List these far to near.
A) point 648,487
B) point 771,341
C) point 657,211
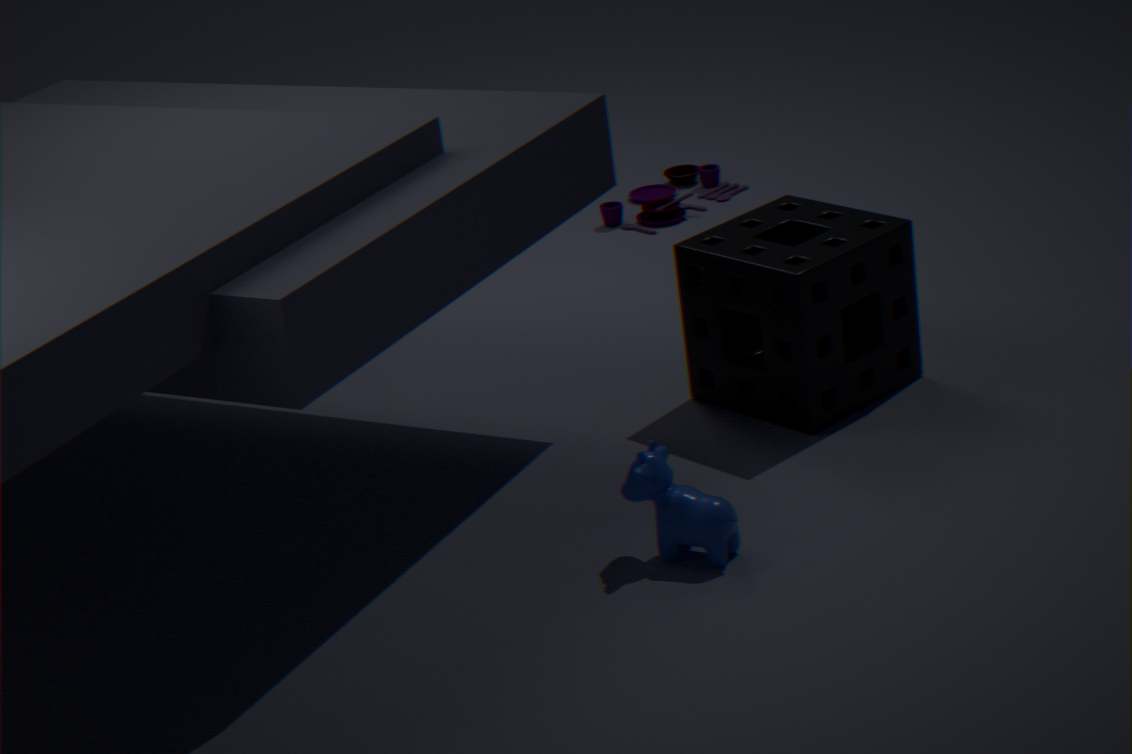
1. point 657,211
2. point 771,341
3. point 648,487
